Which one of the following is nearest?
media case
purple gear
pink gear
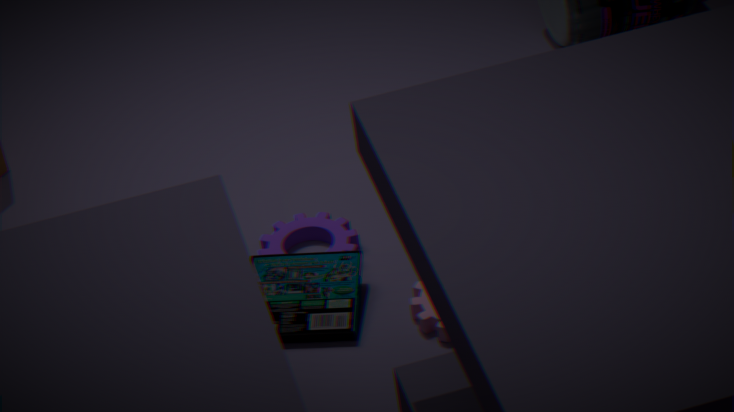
pink gear
